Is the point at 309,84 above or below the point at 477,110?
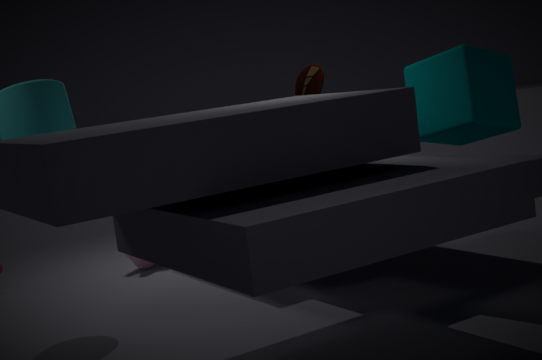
above
